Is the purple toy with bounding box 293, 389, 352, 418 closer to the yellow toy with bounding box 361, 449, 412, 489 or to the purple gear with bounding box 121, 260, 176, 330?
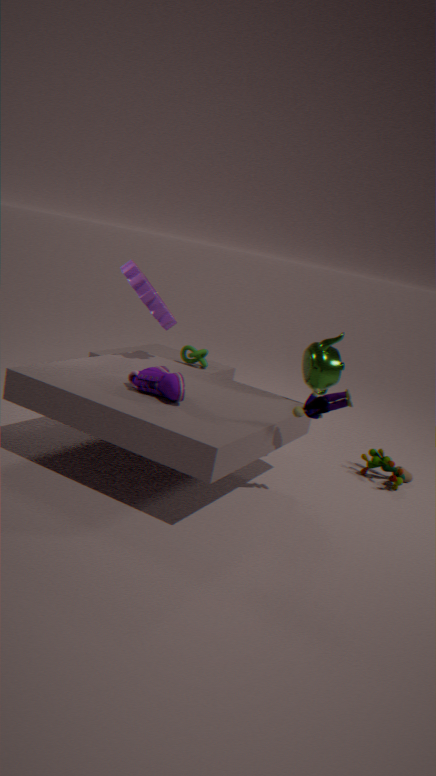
the yellow toy with bounding box 361, 449, 412, 489
